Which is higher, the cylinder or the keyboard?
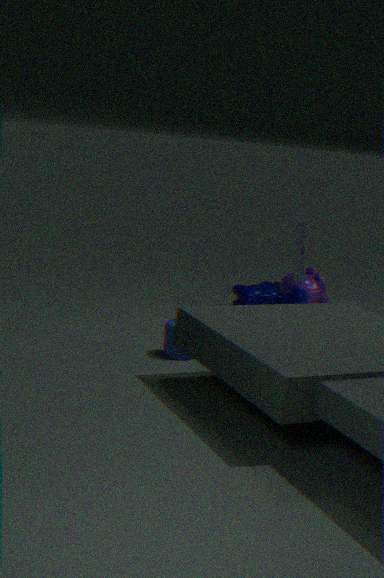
the keyboard
